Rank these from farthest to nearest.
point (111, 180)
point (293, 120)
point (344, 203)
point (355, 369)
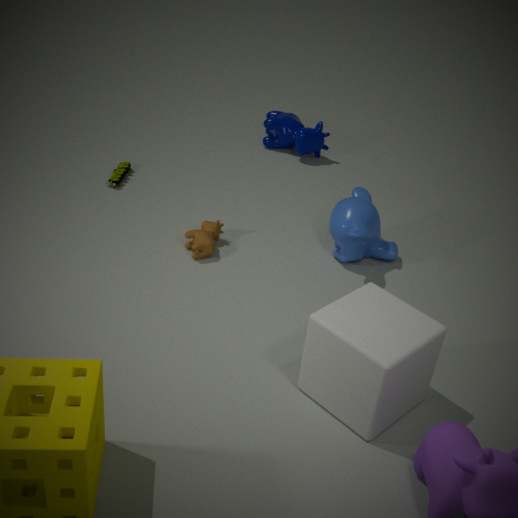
point (293, 120) < point (111, 180) < point (344, 203) < point (355, 369)
